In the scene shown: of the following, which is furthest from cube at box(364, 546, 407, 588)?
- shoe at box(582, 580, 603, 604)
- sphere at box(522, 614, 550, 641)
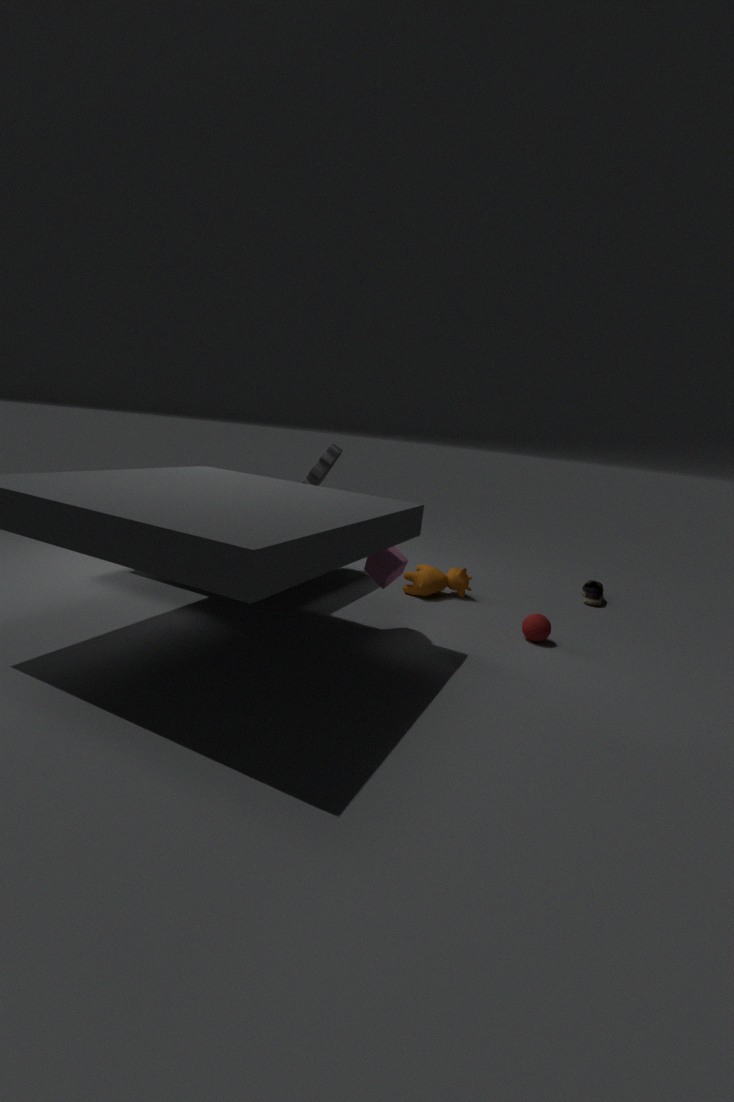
shoe at box(582, 580, 603, 604)
